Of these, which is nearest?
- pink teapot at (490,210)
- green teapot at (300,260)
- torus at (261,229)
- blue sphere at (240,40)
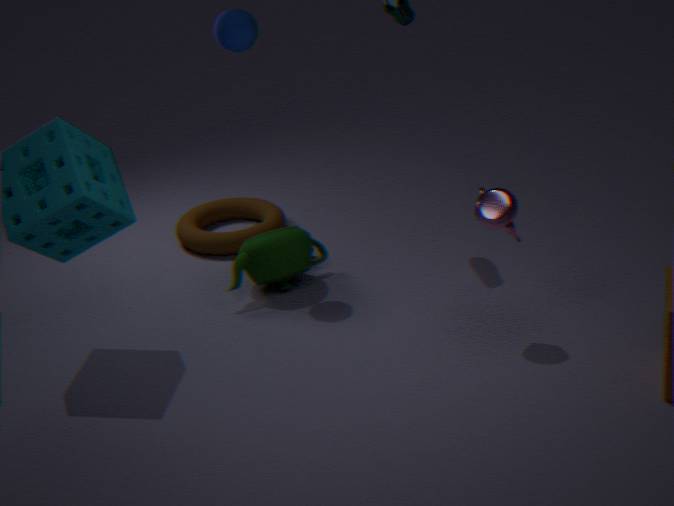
pink teapot at (490,210)
